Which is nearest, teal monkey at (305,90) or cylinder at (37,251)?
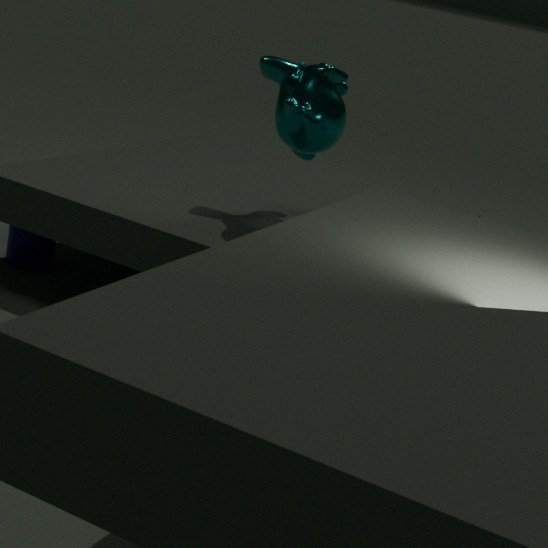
teal monkey at (305,90)
